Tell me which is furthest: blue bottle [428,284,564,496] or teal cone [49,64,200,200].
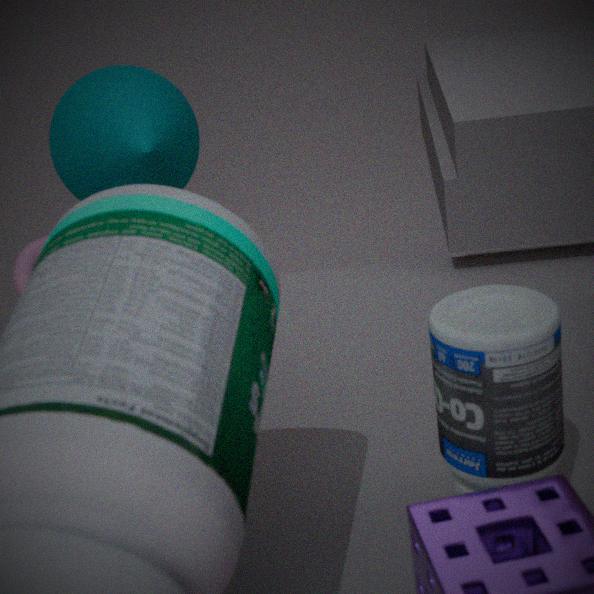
teal cone [49,64,200,200]
